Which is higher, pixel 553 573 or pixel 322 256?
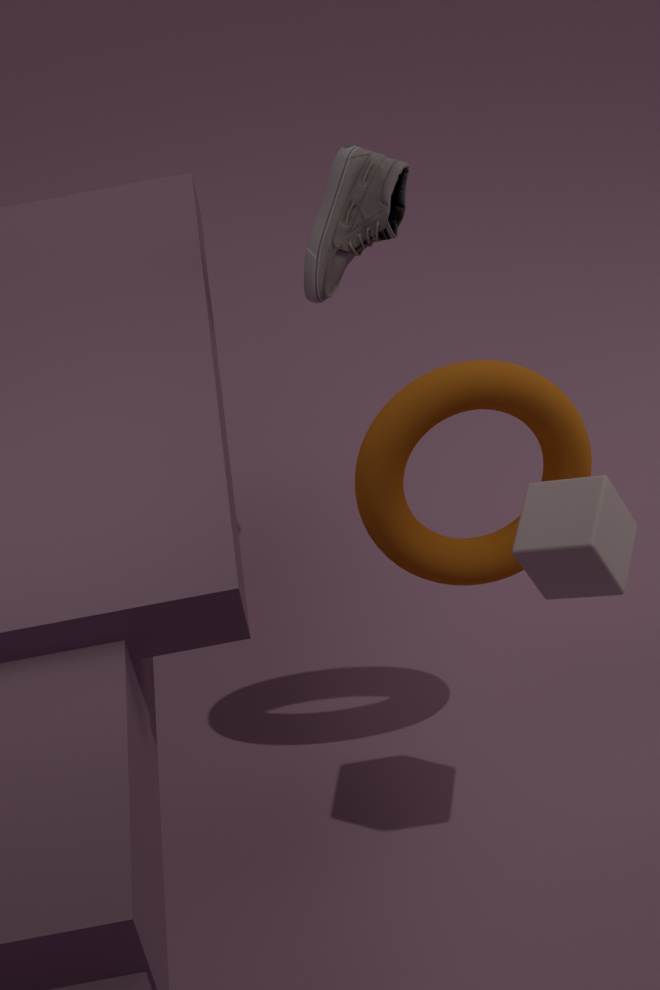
pixel 322 256
